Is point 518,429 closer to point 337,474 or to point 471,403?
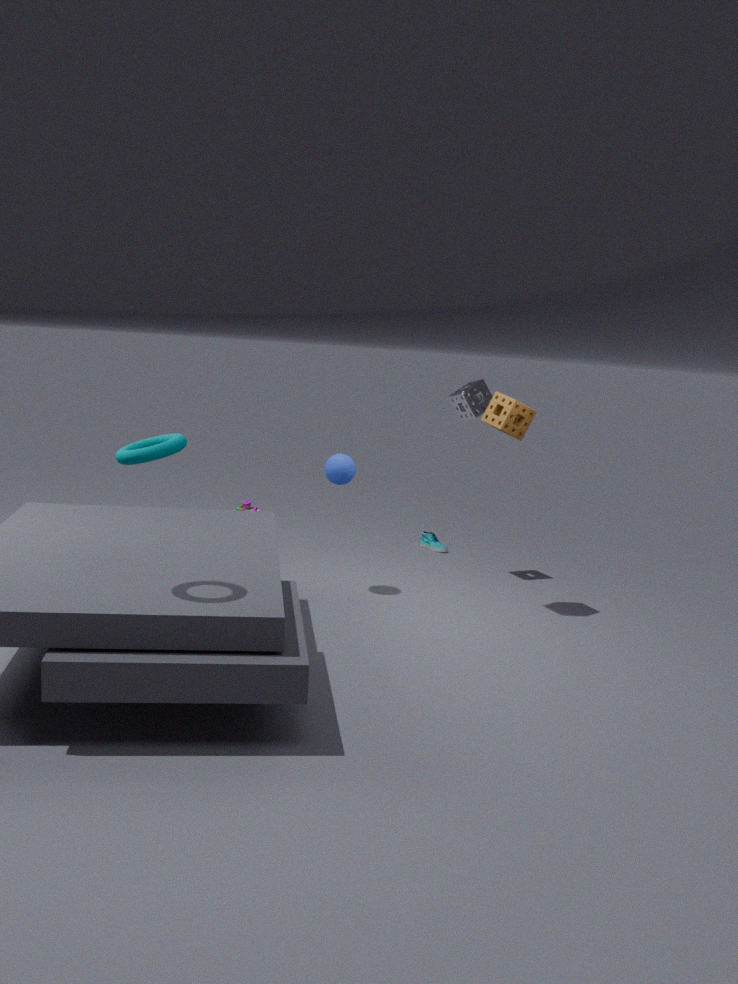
point 471,403
